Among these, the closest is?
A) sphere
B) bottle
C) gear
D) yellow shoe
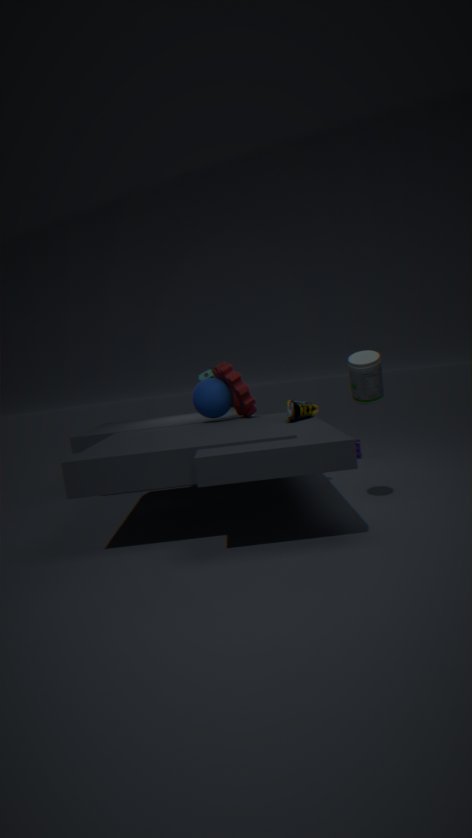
bottle
